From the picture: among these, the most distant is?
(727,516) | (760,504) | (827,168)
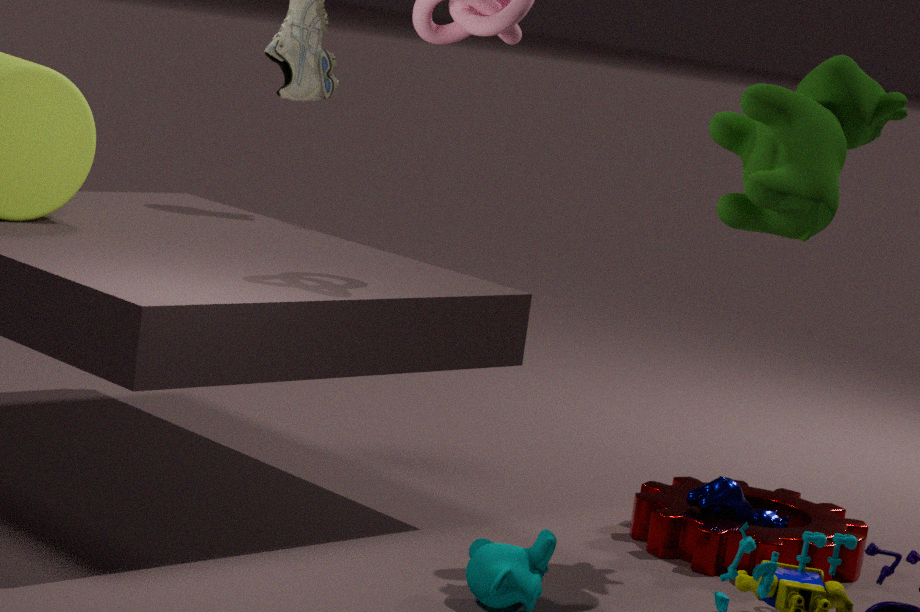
(760,504)
